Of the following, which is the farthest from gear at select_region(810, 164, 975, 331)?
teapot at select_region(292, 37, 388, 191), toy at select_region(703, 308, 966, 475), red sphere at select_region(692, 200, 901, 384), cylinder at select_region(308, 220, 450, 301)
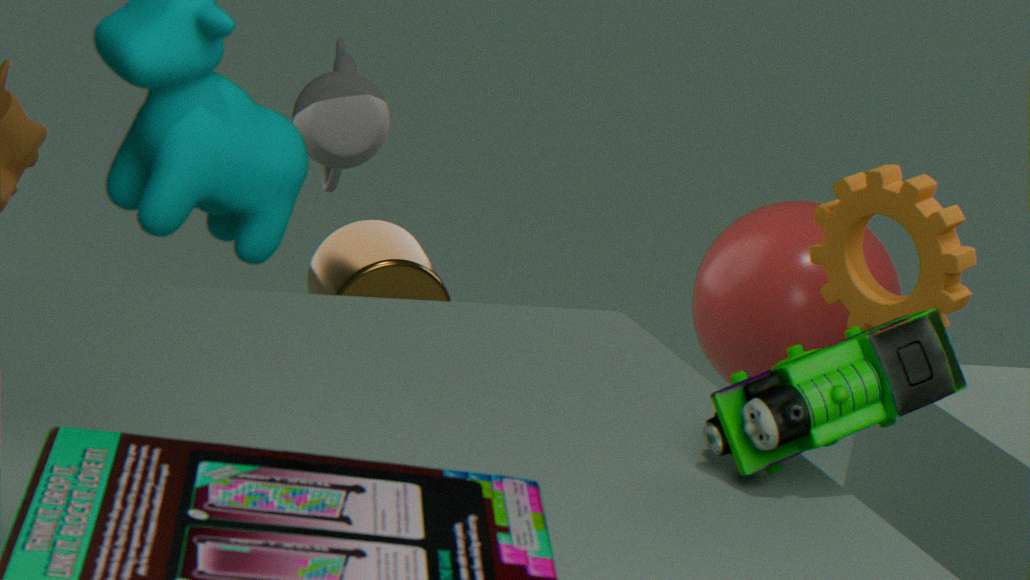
toy at select_region(703, 308, 966, 475)
